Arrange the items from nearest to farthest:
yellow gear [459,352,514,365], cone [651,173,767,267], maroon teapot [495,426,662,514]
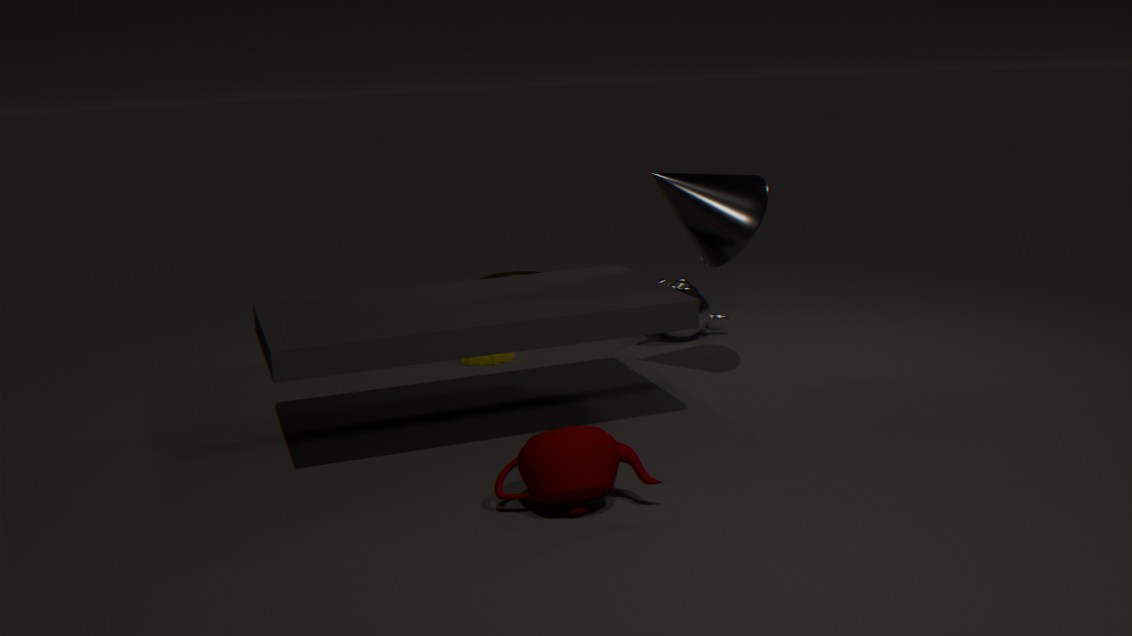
maroon teapot [495,426,662,514] < cone [651,173,767,267] < yellow gear [459,352,514,365]
